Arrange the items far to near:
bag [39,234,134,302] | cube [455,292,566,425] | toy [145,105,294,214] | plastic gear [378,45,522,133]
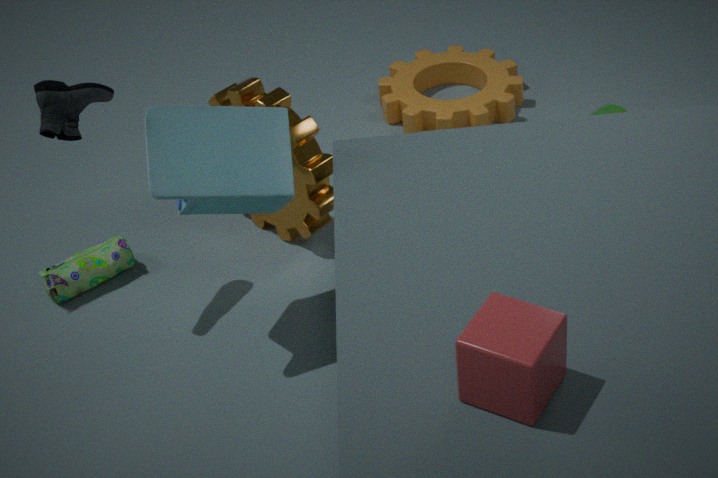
plastic gear [378,45,522,133] → bag [39,234,134,302] → toy [145,105,294,214] → cube [455,292,566,425]
